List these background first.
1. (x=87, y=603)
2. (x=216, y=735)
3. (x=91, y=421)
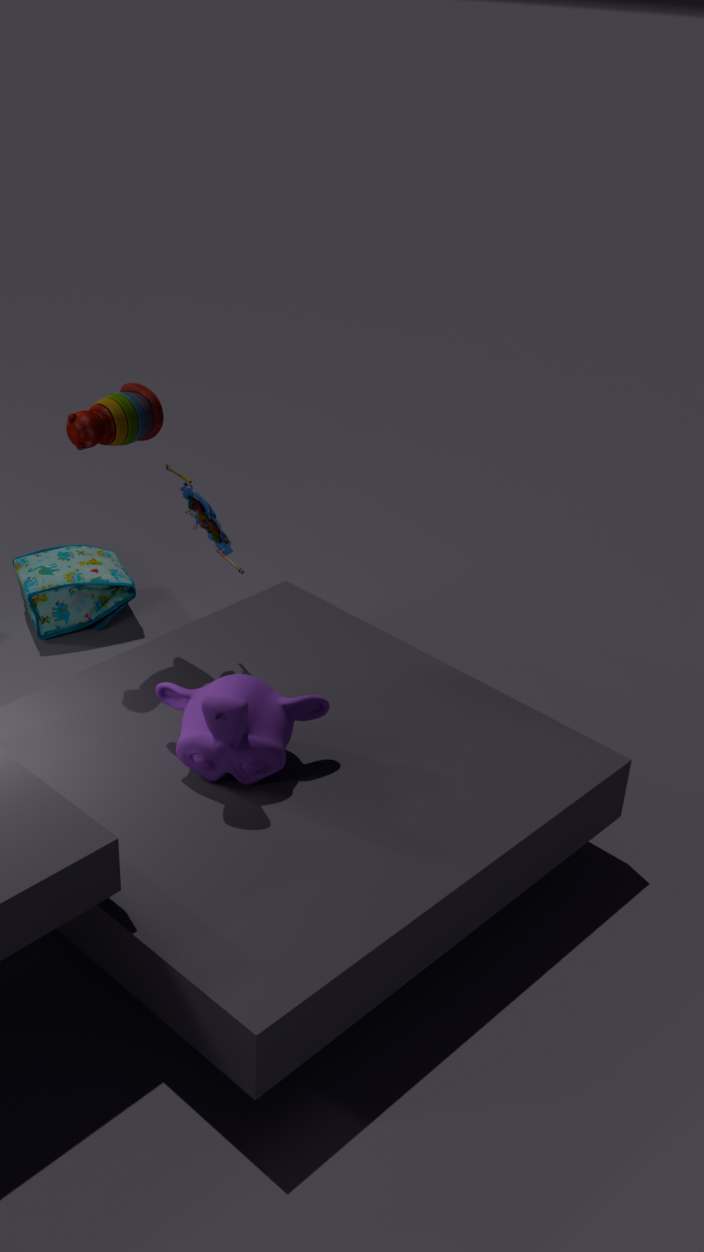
1. (x=87, y=603)
2. (x=91, y=421)
3. (x=216, y=735)
